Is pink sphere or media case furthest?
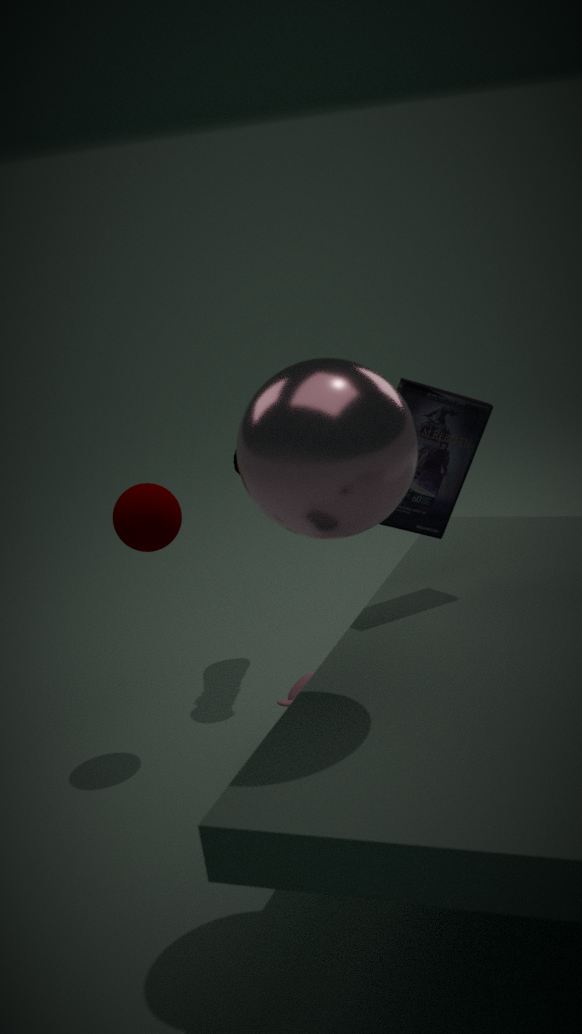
media case
